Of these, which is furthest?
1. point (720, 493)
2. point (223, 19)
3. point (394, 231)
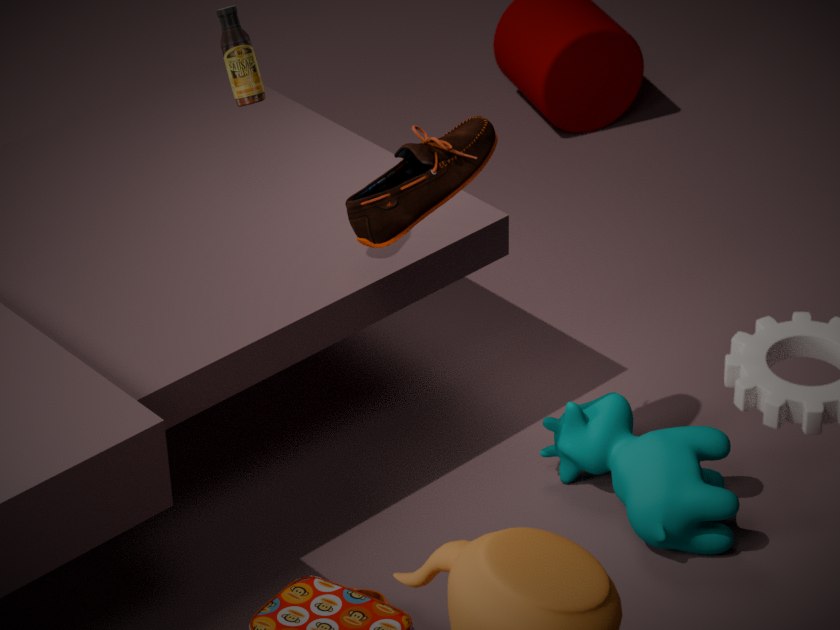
point (720, 493)
